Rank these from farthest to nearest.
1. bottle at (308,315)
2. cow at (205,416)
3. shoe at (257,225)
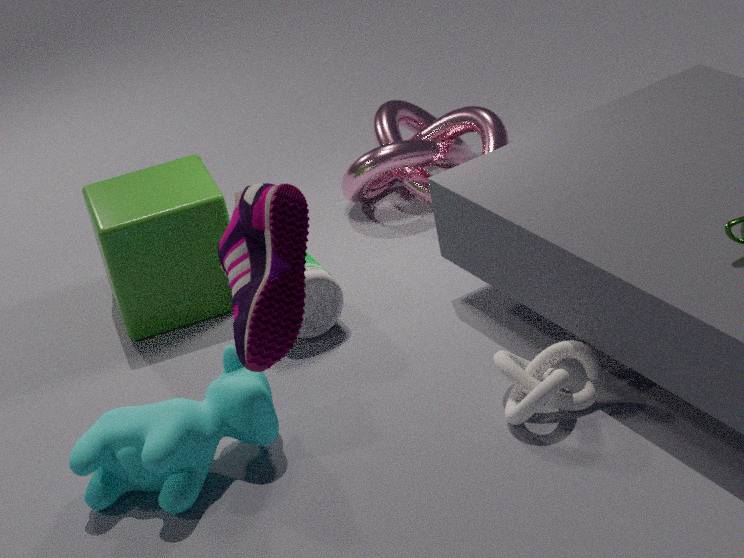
bottle at (308,315) → cow at (205,416) → shoe at (257,225)
